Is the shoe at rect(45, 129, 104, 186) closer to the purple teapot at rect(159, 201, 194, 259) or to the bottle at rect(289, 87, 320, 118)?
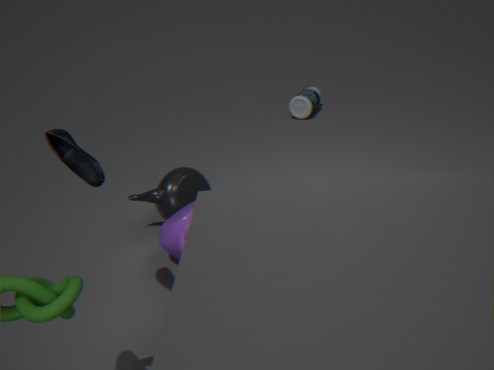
the purple teapot at rect(159, 201, 194, 259)
